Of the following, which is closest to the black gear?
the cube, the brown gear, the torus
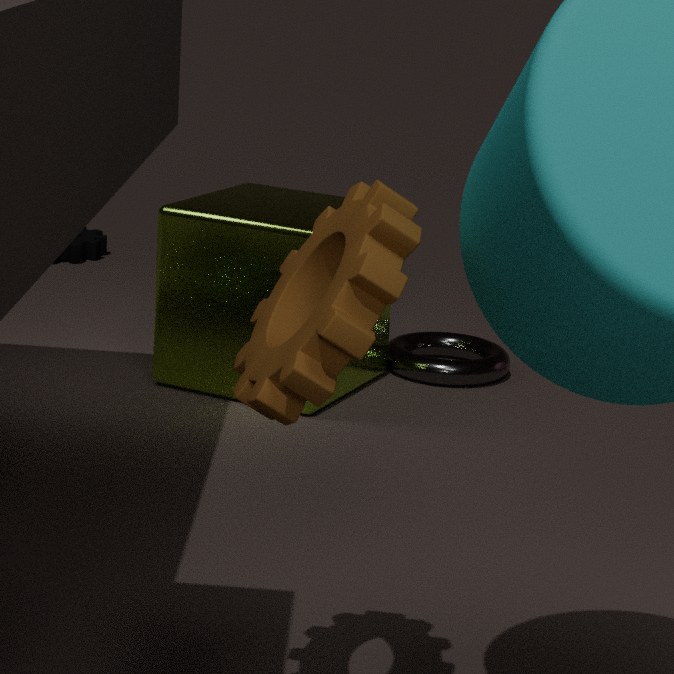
the cube
